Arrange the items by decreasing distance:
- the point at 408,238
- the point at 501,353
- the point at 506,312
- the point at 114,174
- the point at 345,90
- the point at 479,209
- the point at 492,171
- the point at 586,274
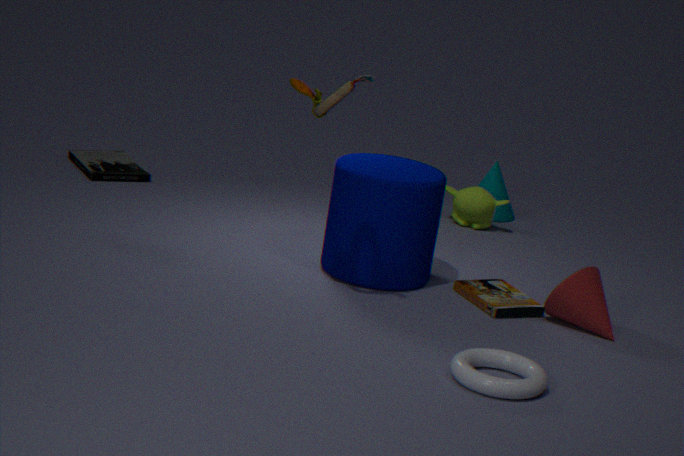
the point at 492,171
the point at 479,209
the point at 114,174
the point at 408,238
the point at 506,312
the point at 586,274
the point at 345,90
the point at 501,353
